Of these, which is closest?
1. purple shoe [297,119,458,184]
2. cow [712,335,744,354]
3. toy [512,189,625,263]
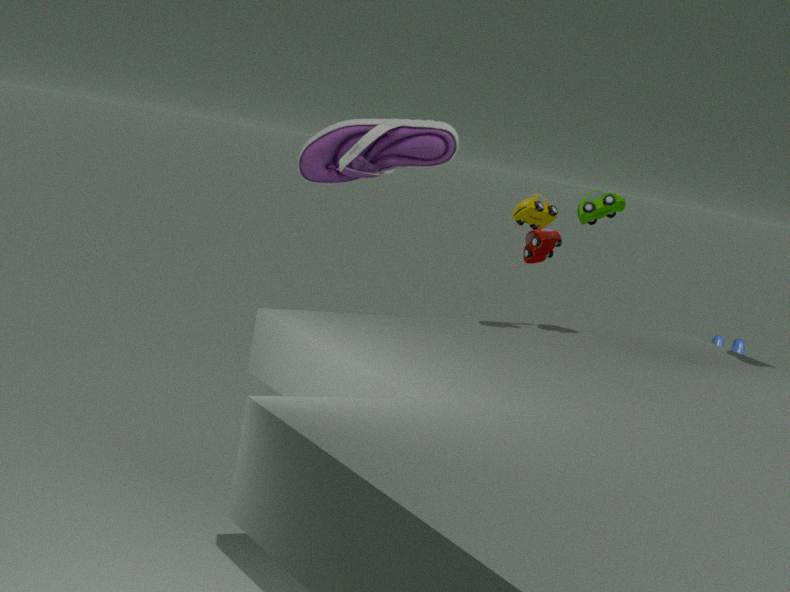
toy [512,189,625,263]
